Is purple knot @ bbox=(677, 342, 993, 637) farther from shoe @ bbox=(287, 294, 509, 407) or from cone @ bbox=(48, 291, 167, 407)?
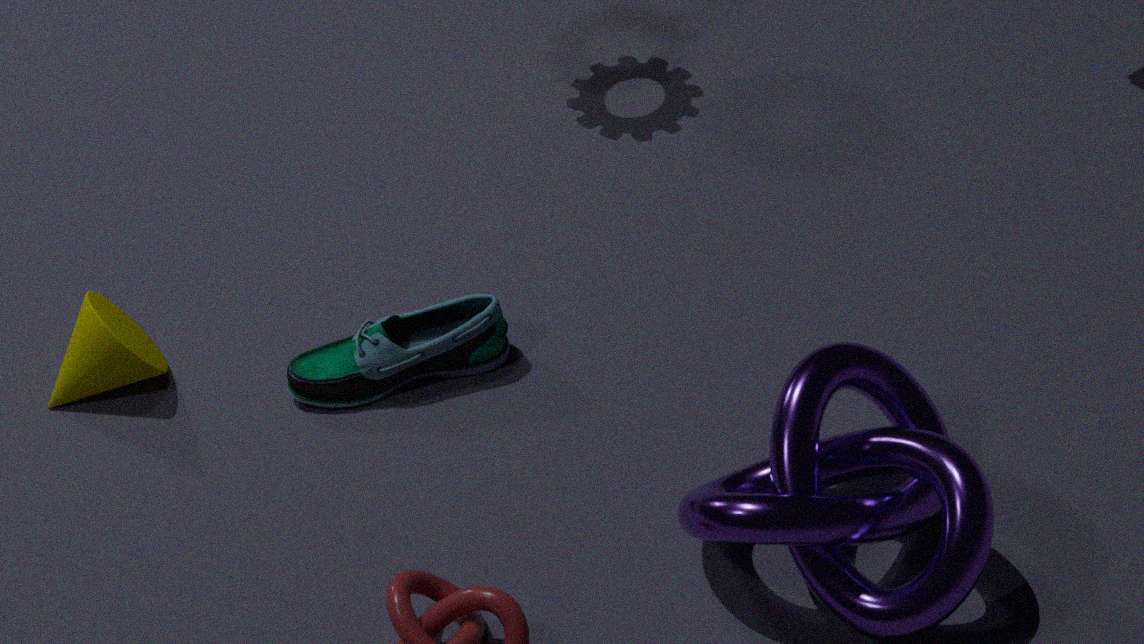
cone @ bbox=(48, 291, 167, 407)
